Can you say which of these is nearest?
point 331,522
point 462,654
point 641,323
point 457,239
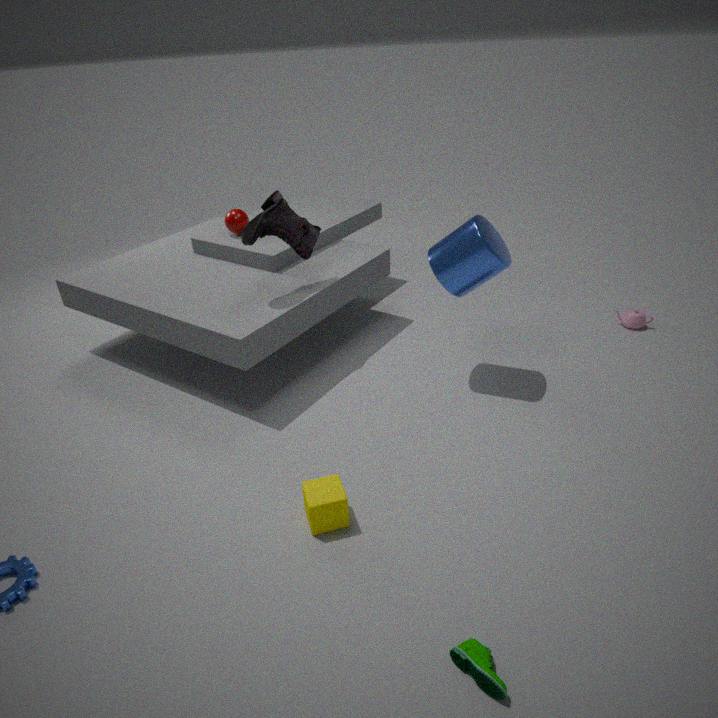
point 462,654
